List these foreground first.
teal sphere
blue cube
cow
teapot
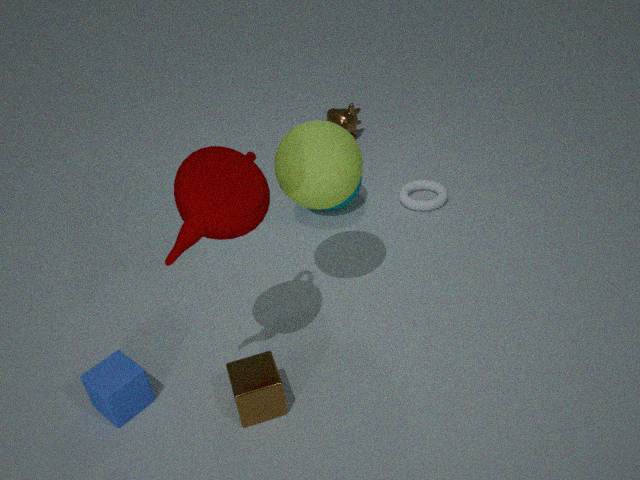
1. teapot
2. blue cube
3. teal sphere
4. cow
